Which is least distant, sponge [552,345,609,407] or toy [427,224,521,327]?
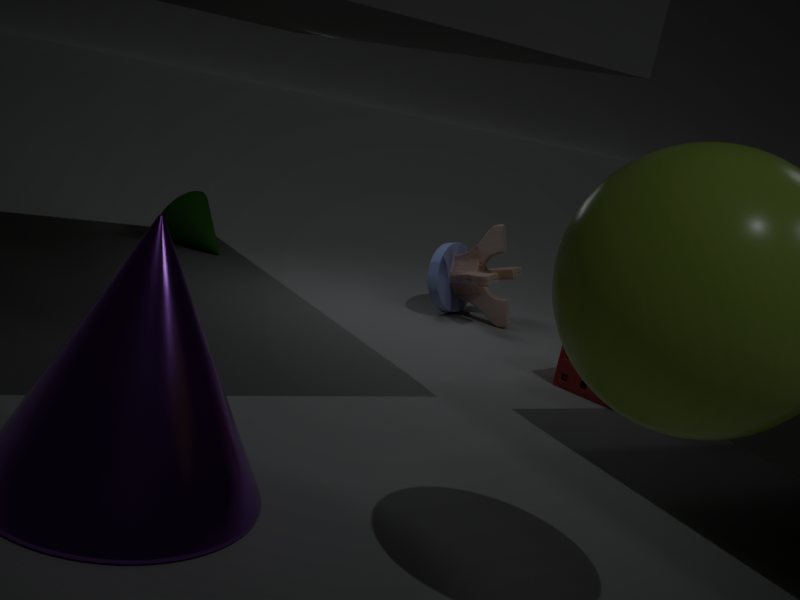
sponge [552,345,609,407]
